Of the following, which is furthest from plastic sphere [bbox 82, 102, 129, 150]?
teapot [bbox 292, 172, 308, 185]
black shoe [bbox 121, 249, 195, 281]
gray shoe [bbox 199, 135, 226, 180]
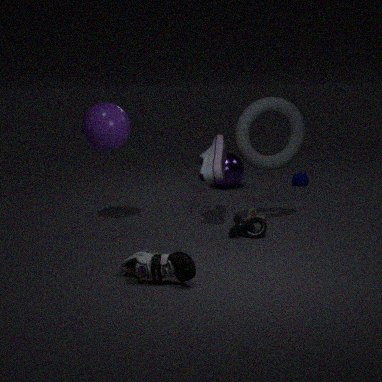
teapot [bbox 292, 172, 308, 185]
